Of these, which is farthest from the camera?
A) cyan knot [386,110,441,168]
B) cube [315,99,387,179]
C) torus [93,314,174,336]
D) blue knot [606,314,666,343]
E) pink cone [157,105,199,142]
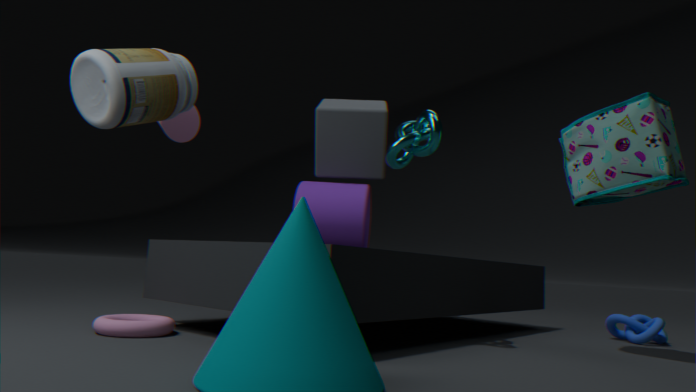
cube [315,99,387,179]
